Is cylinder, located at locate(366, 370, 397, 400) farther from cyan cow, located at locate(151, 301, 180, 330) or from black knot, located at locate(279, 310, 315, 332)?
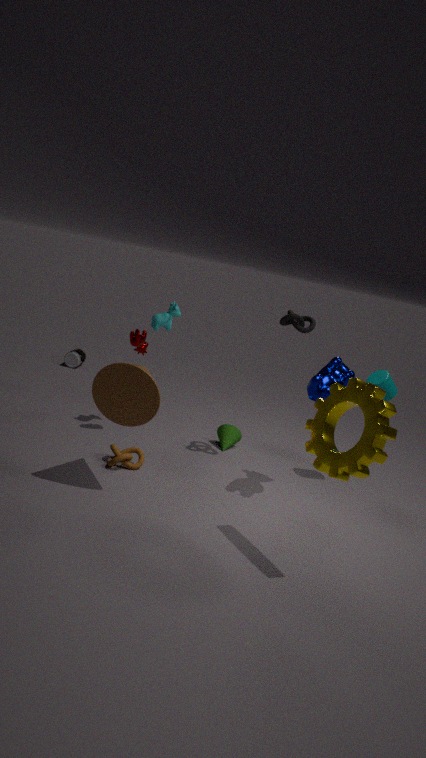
cyan cow, located at locate(151, 301, 180, 330)
